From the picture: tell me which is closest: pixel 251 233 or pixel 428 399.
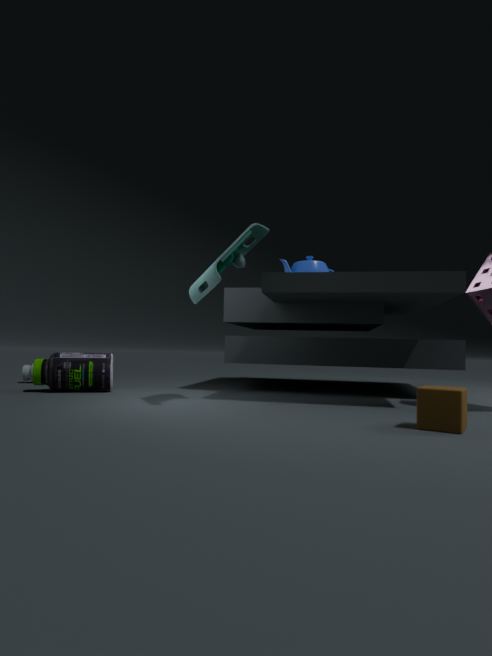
pixel 428 399
